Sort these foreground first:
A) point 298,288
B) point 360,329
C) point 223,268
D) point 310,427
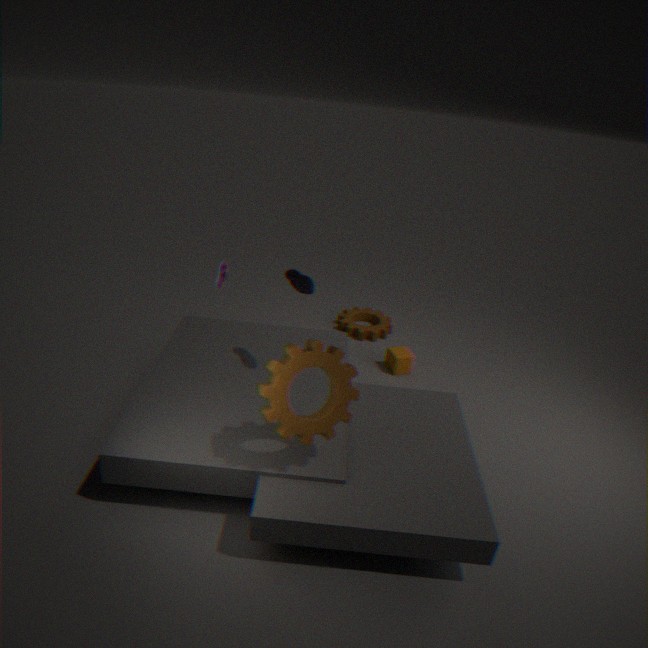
1. D. point 310,427
2. A. point 298,288
3. C. point 223,268
4. B. point 360,329
